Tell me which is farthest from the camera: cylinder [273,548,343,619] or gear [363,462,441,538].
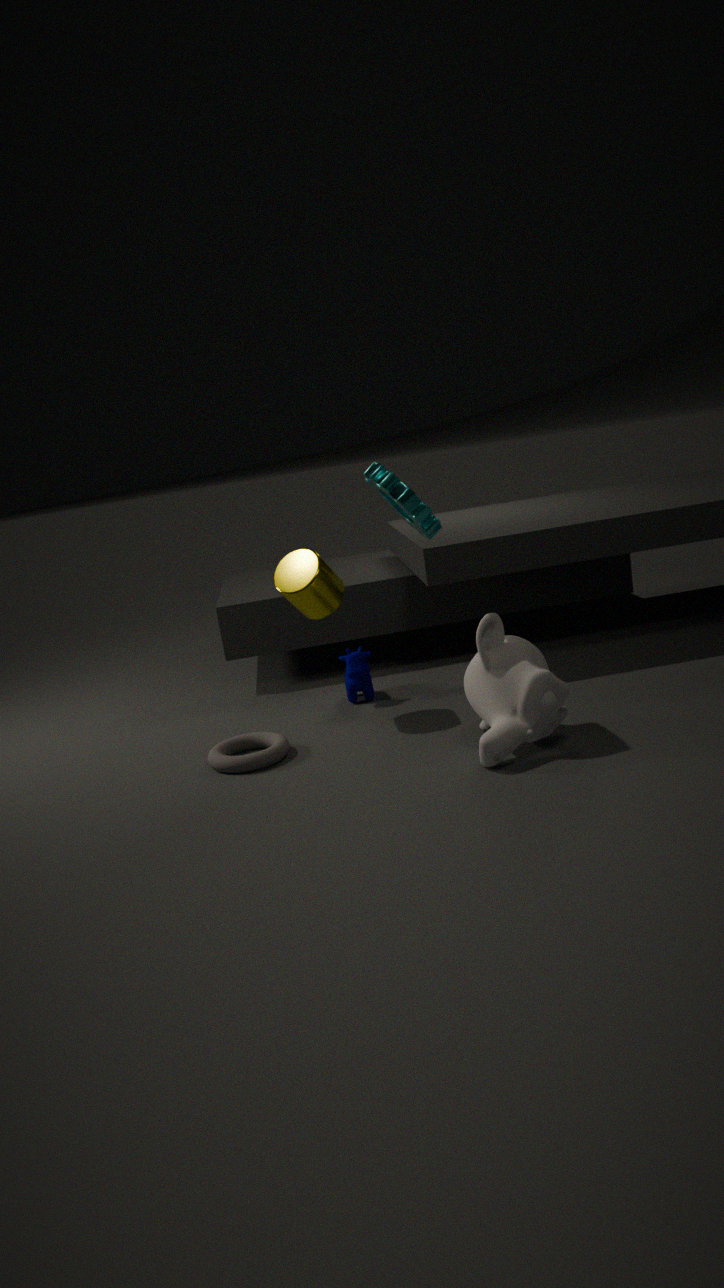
cylinder [273,548,343,619]
